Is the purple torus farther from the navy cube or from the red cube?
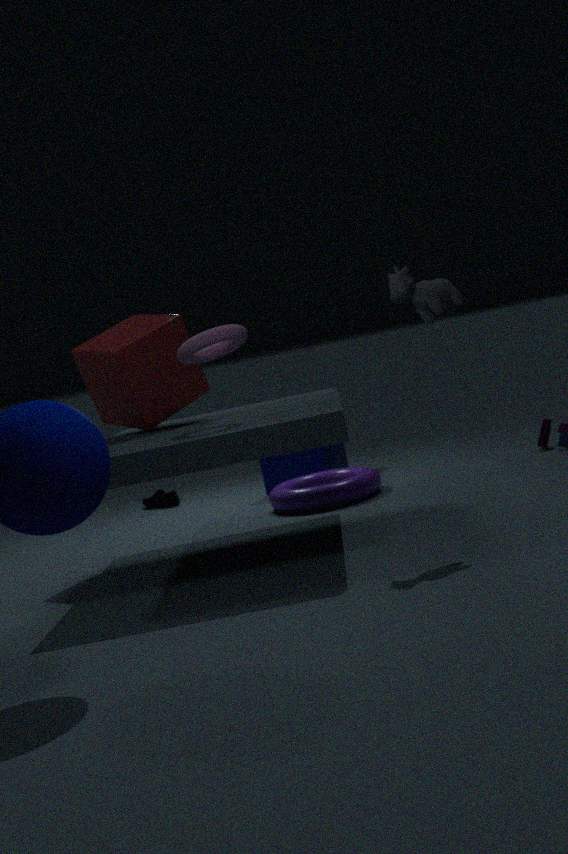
the red cube
